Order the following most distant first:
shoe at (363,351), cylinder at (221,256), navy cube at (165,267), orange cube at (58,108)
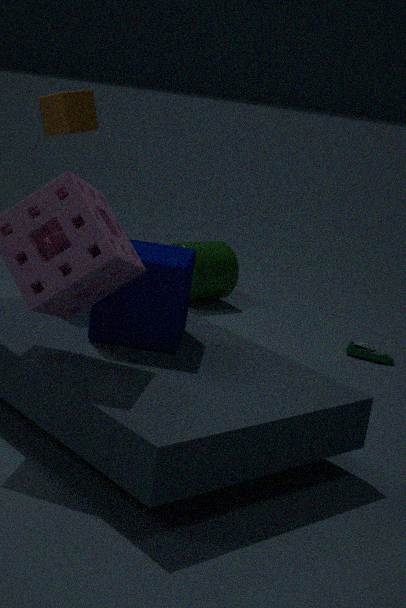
cylinder at (221,256), shoe at (363,351), orange cube at (58,108), navy cube at (165,267)
